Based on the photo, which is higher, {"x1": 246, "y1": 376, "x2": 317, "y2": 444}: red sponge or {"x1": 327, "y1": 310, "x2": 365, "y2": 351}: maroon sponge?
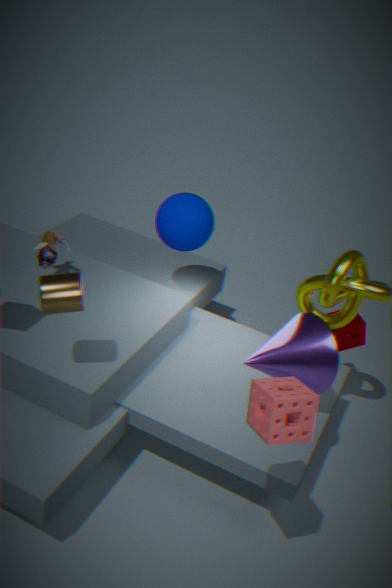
{"x1": 246, "y1": 376, "x2": 317, "y2": 444}: red sponge
